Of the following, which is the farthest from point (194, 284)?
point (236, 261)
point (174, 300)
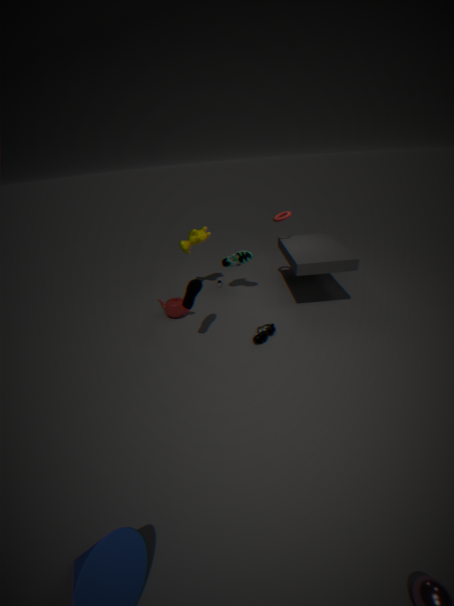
point (236, 261)
